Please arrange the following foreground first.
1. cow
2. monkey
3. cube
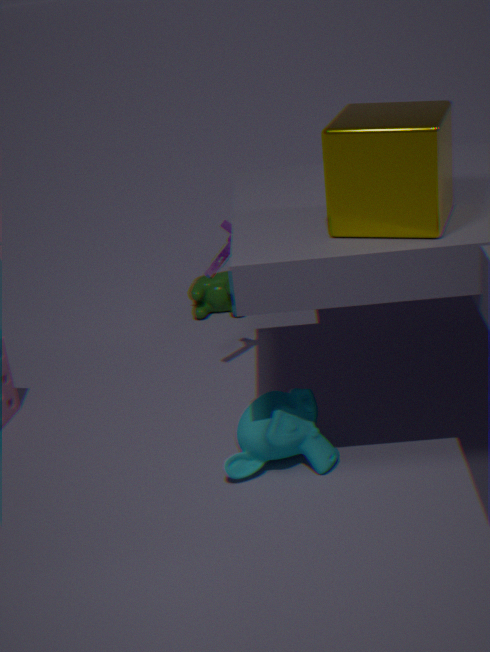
cube
monkey
cow
